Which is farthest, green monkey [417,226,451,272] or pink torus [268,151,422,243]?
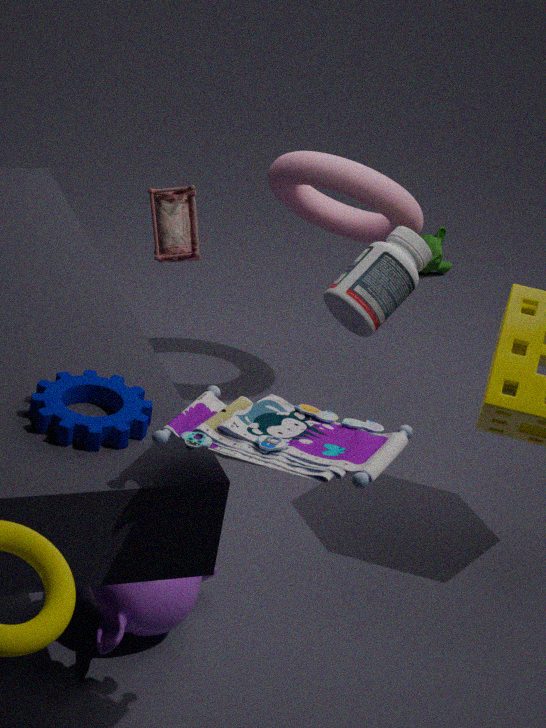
green monkey [417,226,451,272]
